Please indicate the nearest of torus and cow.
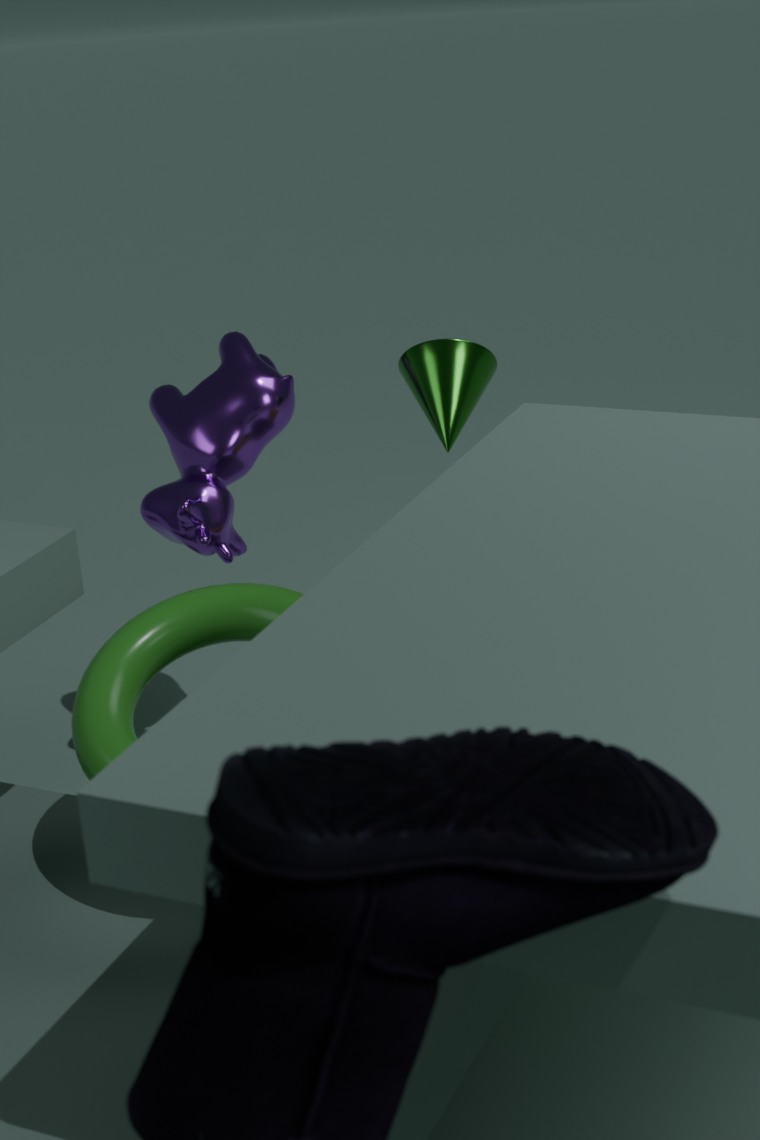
torus
